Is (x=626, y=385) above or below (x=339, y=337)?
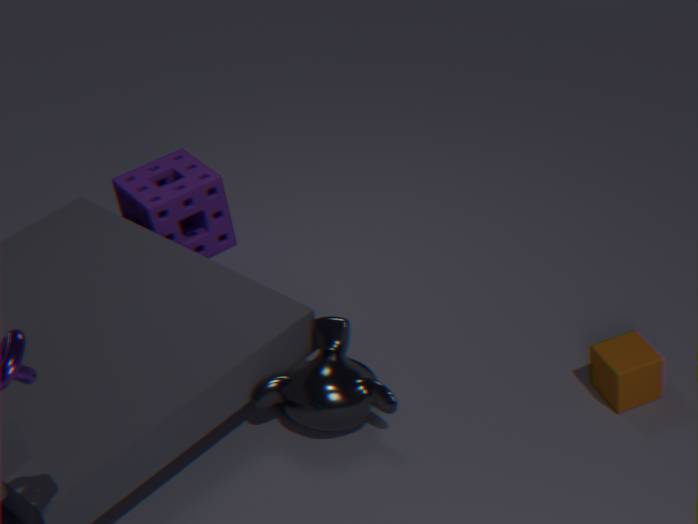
below
